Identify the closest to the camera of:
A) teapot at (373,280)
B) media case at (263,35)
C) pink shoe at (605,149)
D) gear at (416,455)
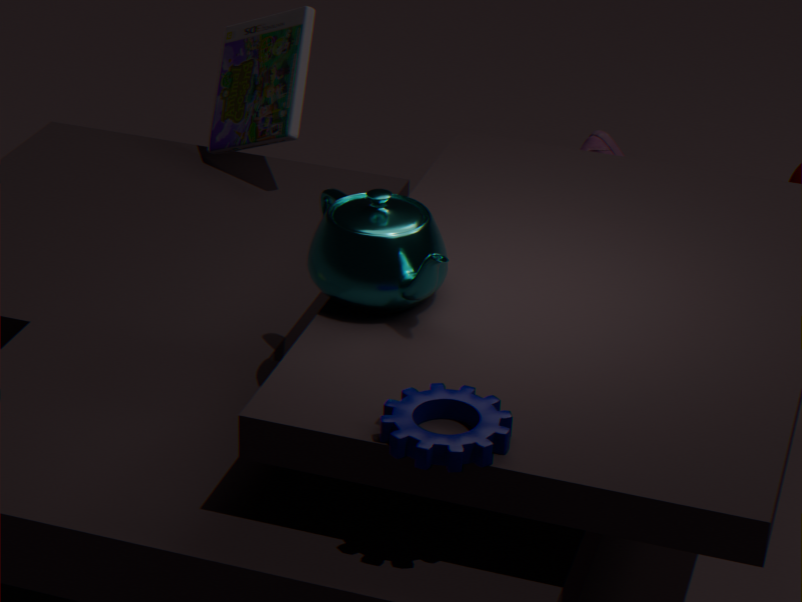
gear at (416,455)
